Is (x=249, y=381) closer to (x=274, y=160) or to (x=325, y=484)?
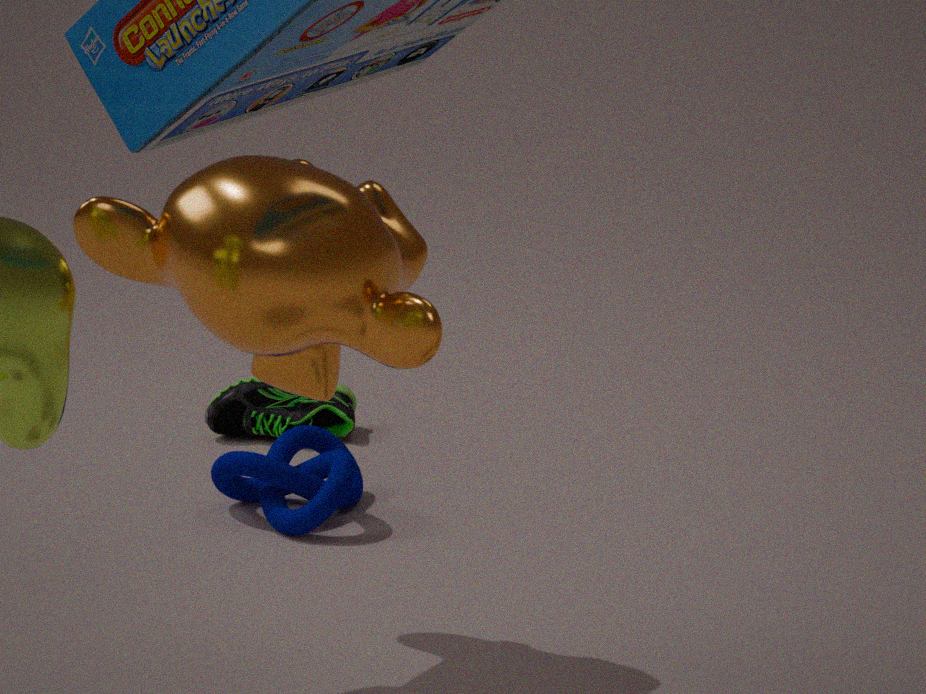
(x=325, y=484)
